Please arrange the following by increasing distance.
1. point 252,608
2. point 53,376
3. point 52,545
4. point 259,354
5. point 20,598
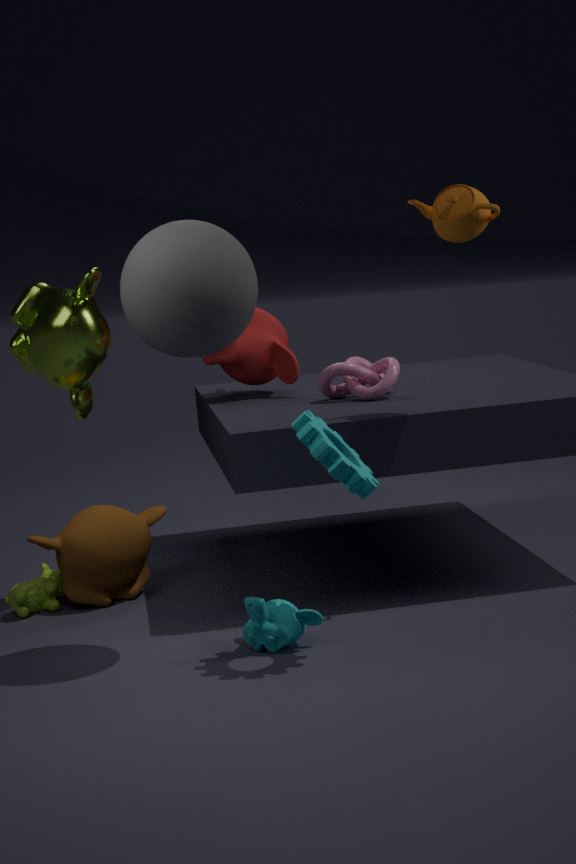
point 252,608 < point 53,376 < point 52,545 < point 20,598 < point 259,354
